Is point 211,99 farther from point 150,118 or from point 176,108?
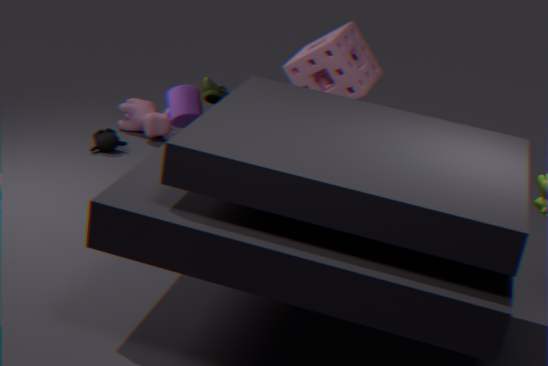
point 150,118
